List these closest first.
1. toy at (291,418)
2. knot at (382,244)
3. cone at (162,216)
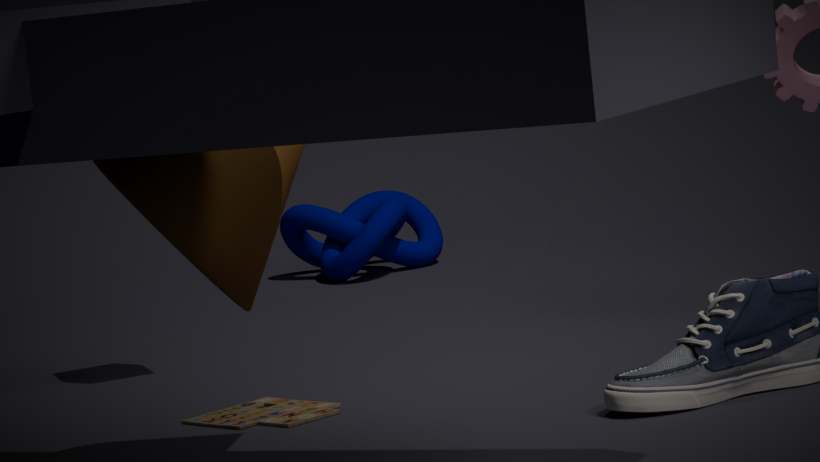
1. cone at (162,216)
2. toy at (291,418)
3. knot at (382,244)
